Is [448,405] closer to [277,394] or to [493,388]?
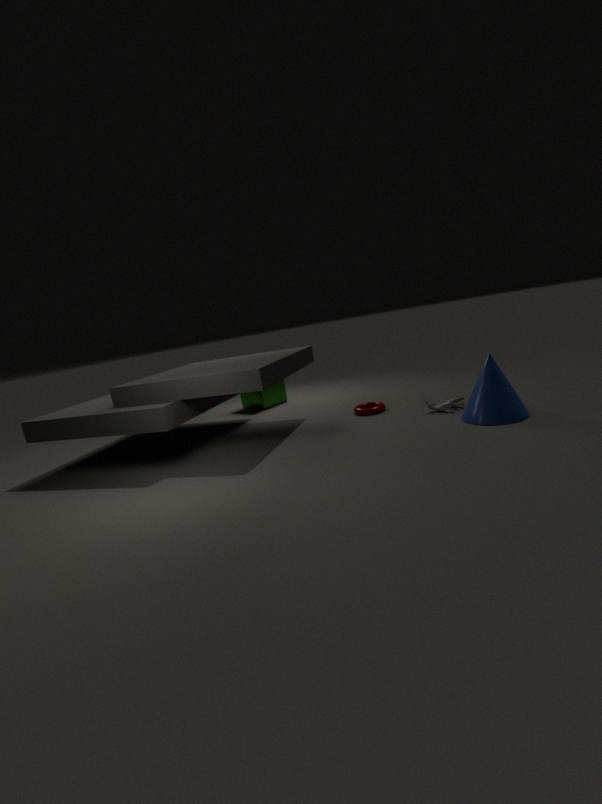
[493,388]
